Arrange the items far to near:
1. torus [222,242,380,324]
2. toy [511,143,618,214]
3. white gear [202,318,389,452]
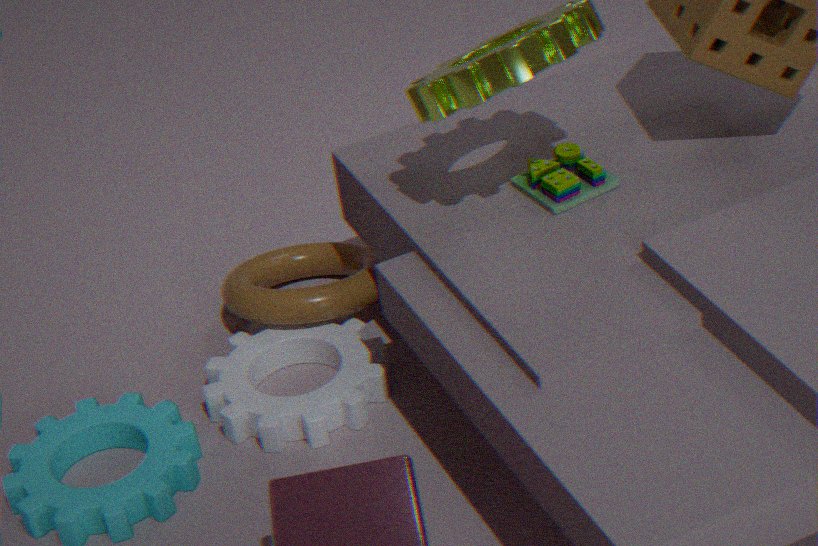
torus [222,242,380,324]
white gear [202,318,389,452]
toy [511,143,618,214]
